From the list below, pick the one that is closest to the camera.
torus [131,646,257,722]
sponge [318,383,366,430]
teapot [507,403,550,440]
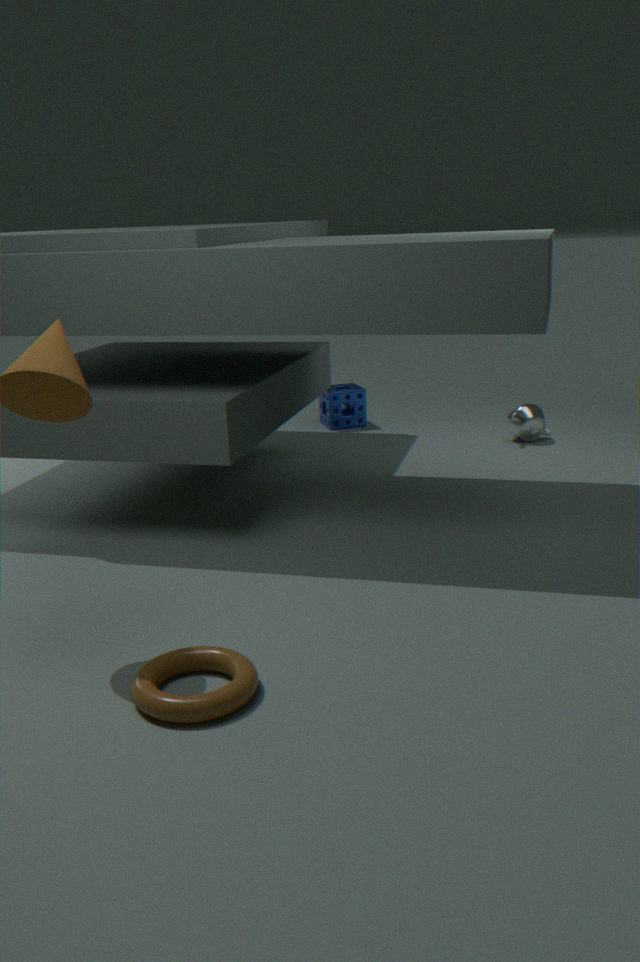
torus [131,646,257,722]
